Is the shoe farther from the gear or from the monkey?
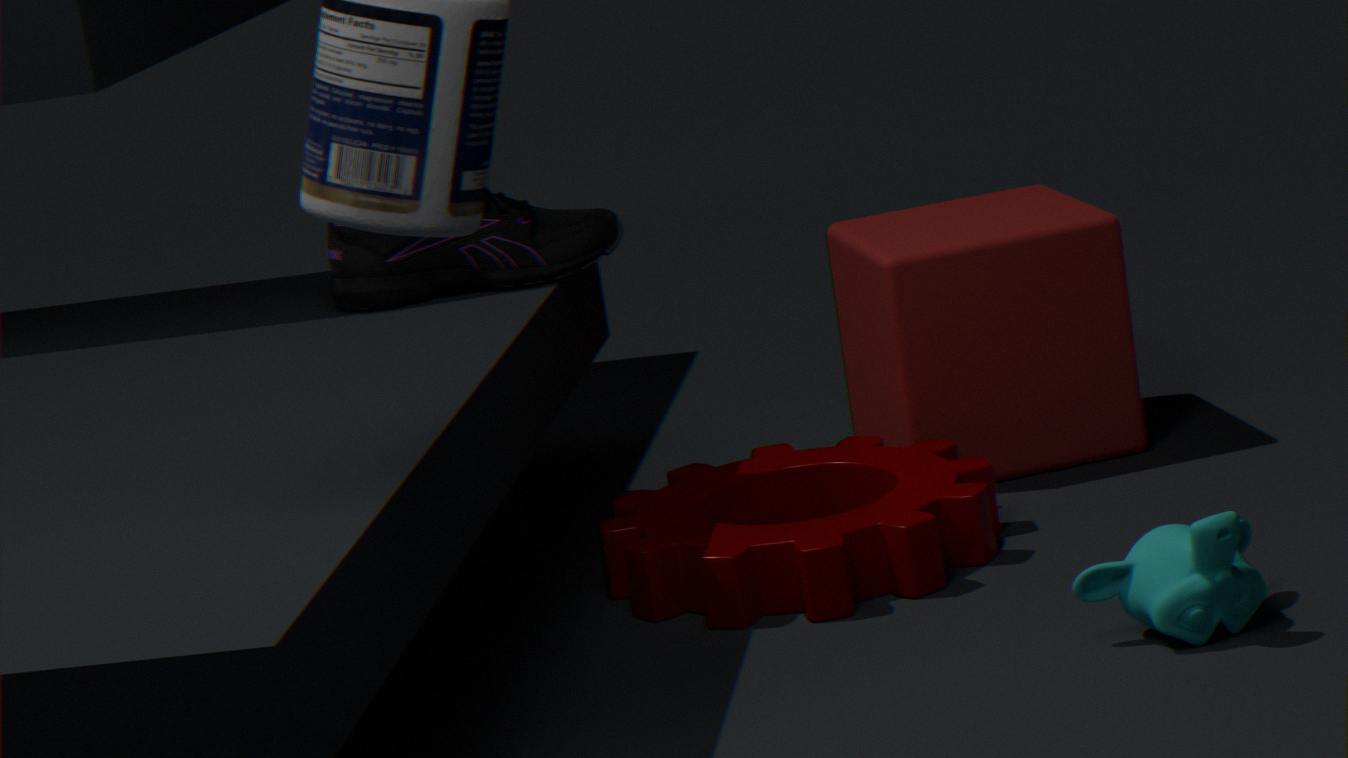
the monkey
